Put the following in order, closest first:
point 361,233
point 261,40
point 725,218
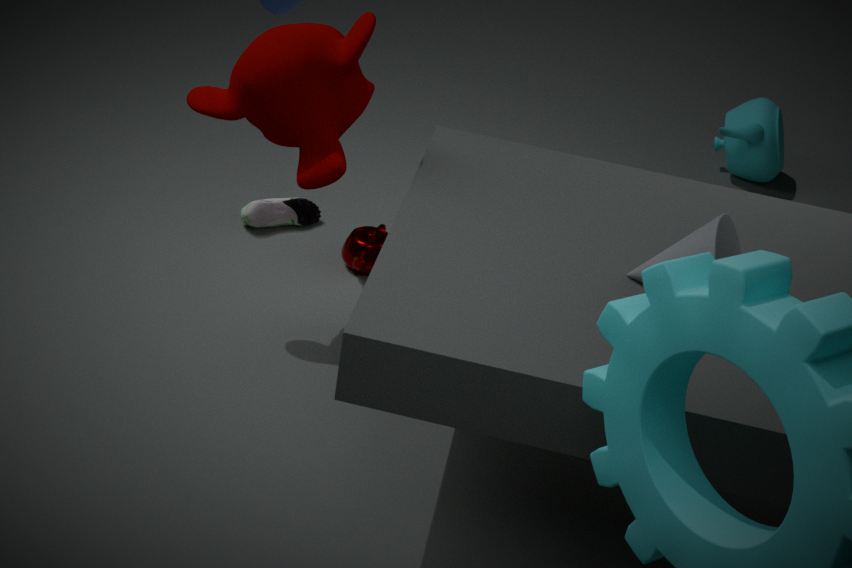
point 725,218, point 261,40, point 361,233
